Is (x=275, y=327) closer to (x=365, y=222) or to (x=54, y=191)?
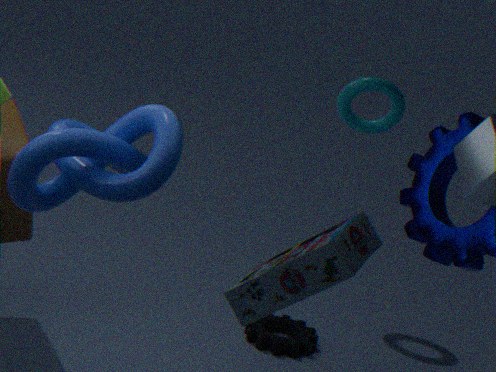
(x=365, y=222)
